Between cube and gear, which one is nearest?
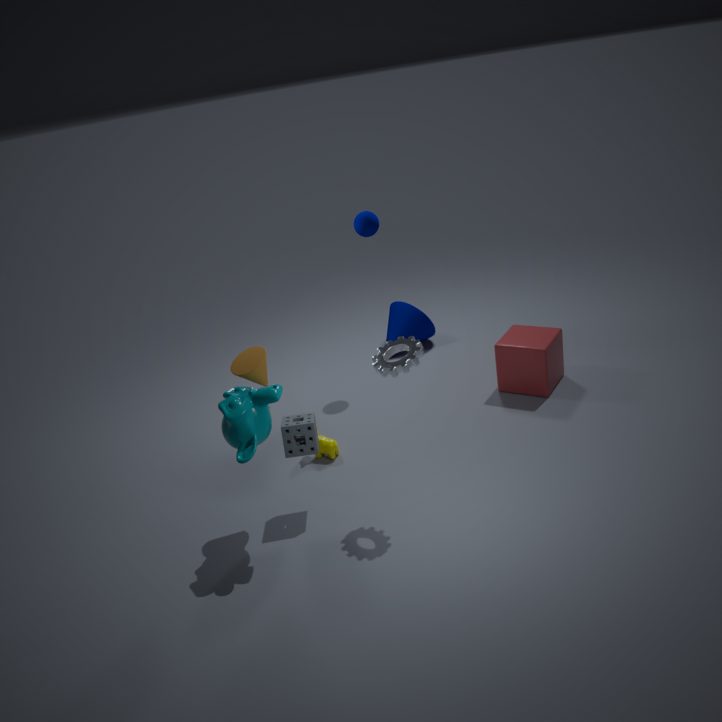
gear
